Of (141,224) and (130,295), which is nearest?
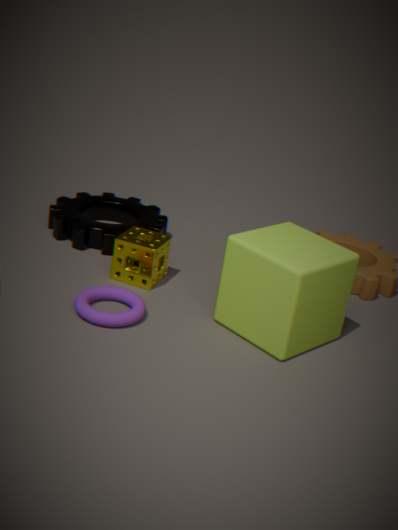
(130,295)
